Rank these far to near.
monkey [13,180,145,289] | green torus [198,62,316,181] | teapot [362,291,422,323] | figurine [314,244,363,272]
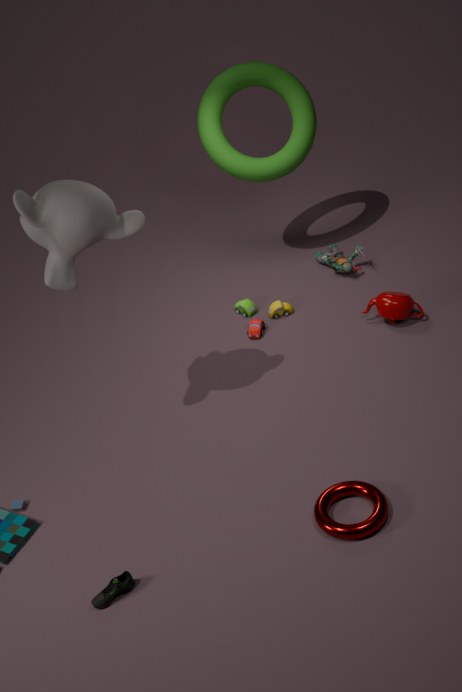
figurine [314,244,363,272], green torus [198,62,316,181], teapot [362,291,422,323], monkey [13,180,145,289]
